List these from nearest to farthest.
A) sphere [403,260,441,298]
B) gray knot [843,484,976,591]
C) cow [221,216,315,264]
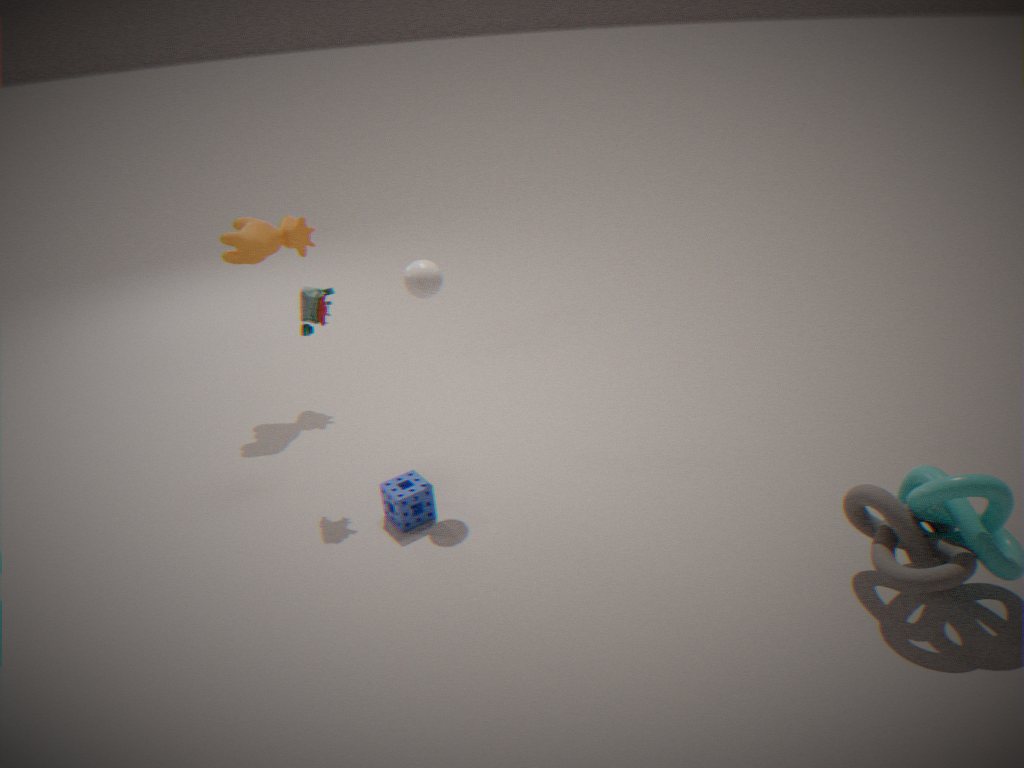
gray knot [843,484,976,591], sphere [403,260,441,298], cow [221,216,315,264]
